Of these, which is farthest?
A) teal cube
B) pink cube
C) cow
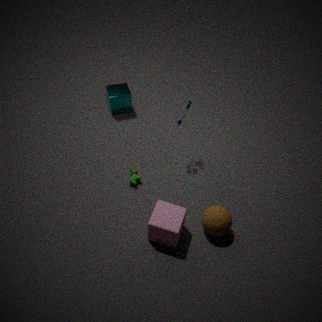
teal cube
